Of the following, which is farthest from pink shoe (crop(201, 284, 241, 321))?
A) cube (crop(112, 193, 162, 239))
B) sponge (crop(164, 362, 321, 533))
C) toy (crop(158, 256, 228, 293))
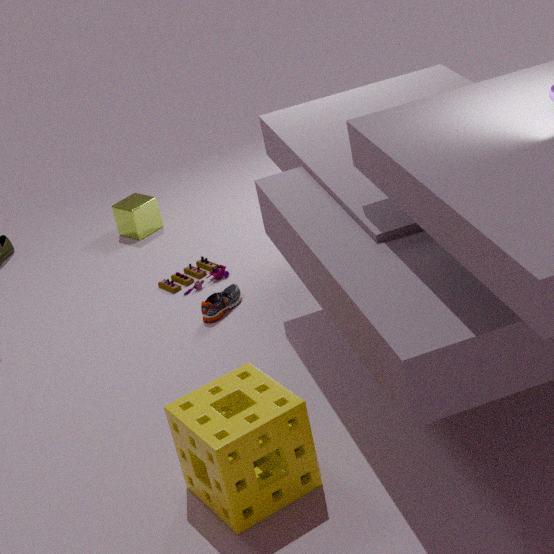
sponge (crop(164, 362, 321, 533))
